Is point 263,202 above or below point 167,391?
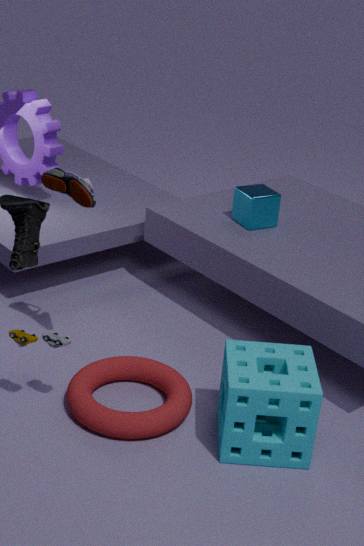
above
